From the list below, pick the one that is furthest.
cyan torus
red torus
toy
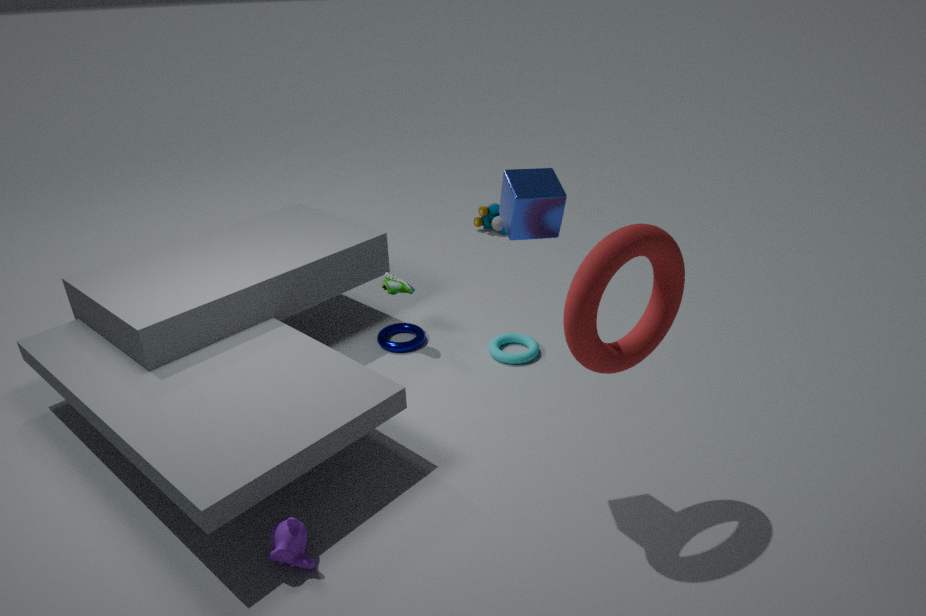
toy
